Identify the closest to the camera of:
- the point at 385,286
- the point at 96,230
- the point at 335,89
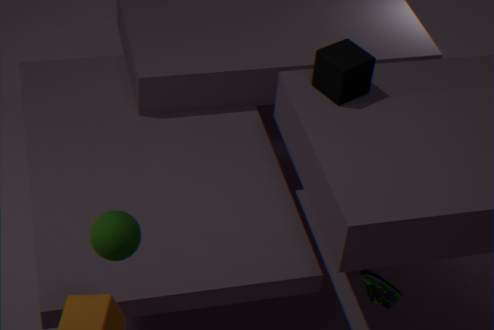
the point at 96,230
